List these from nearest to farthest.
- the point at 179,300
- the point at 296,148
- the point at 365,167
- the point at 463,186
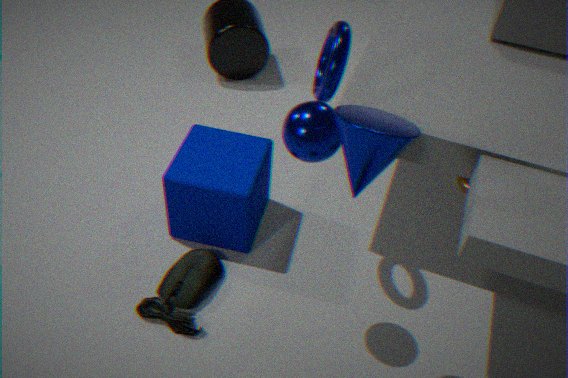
the point at 365,167
the point at 296,148
the point at 179,300
the point at 463,186
